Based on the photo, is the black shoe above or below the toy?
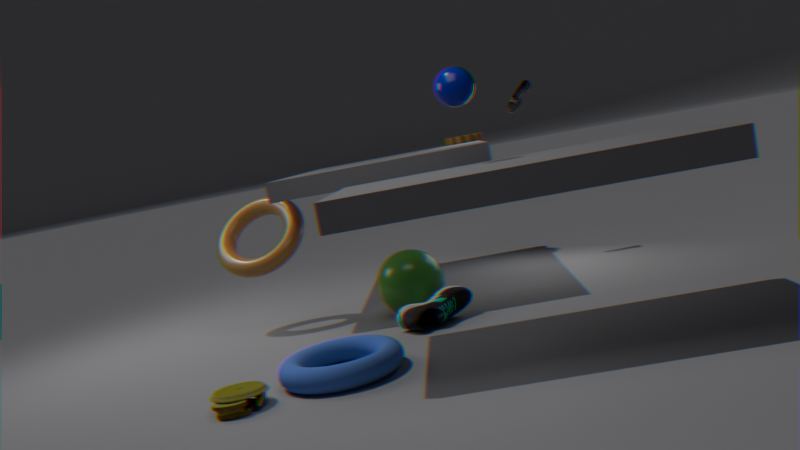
above
